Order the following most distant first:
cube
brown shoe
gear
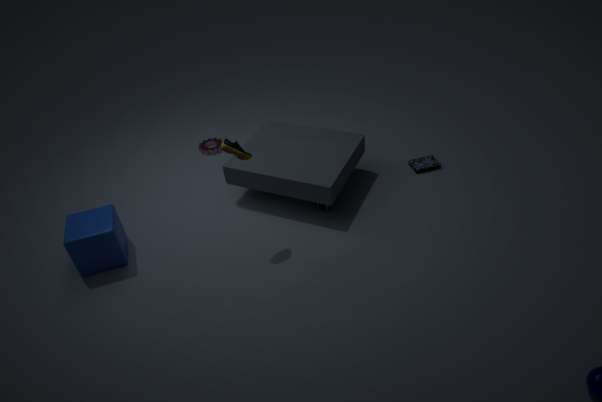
gear → cube → brown shoe
